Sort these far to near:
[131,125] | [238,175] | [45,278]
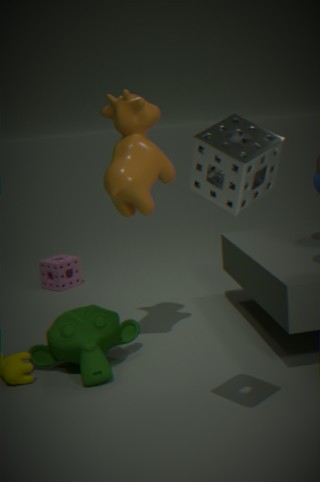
[45,278] → [131,125] → [238,175]
